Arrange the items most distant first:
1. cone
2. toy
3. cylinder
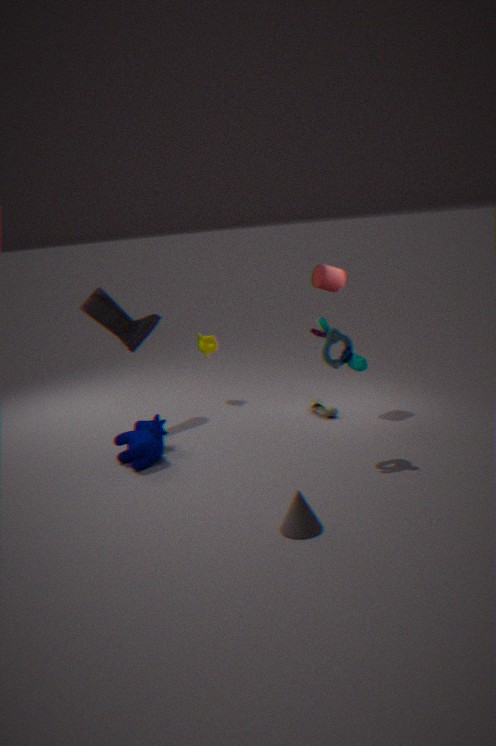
cylinder < toy < cone
